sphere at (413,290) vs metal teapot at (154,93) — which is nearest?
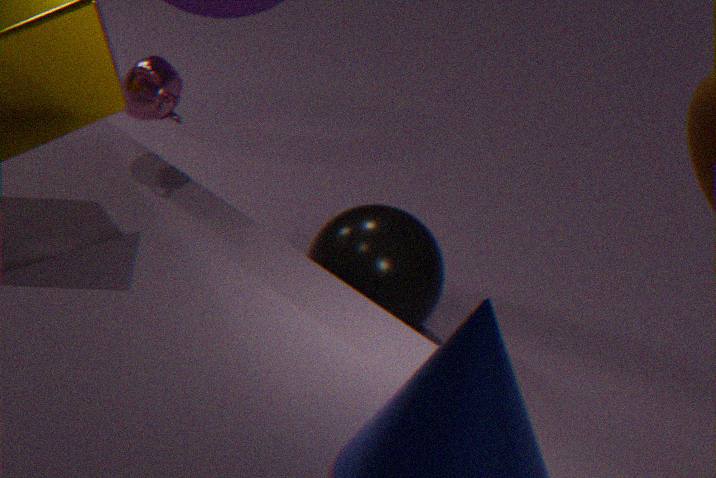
metal teapot at (154,93)
